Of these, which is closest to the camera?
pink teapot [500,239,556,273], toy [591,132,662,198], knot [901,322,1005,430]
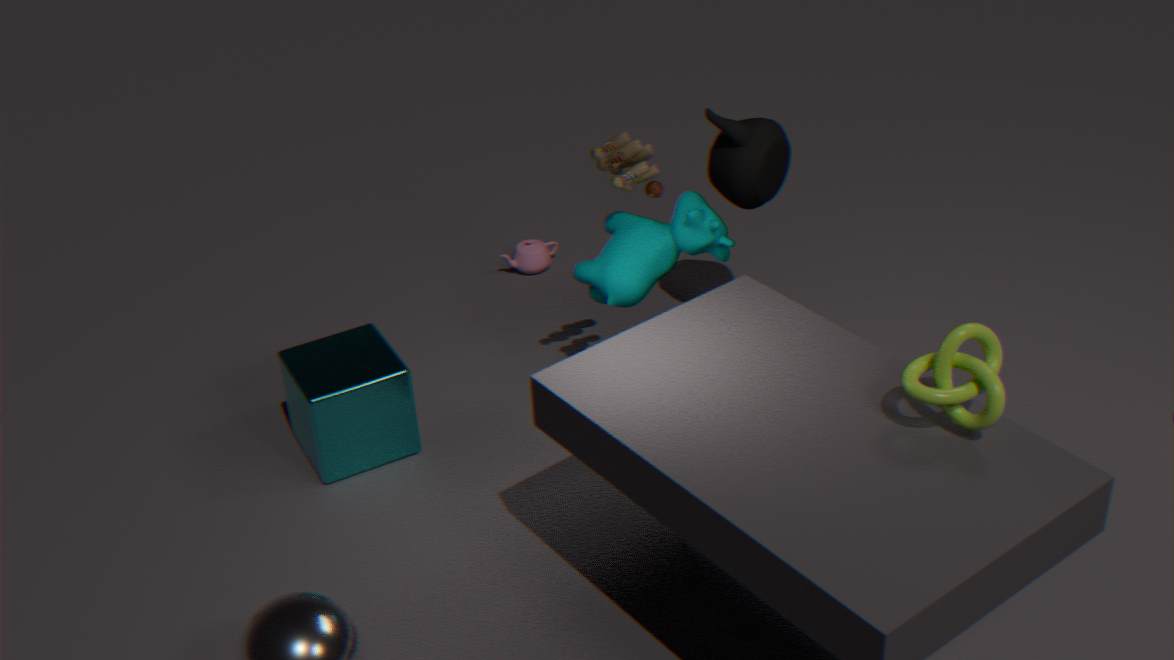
knot [901,322,1005,430]
